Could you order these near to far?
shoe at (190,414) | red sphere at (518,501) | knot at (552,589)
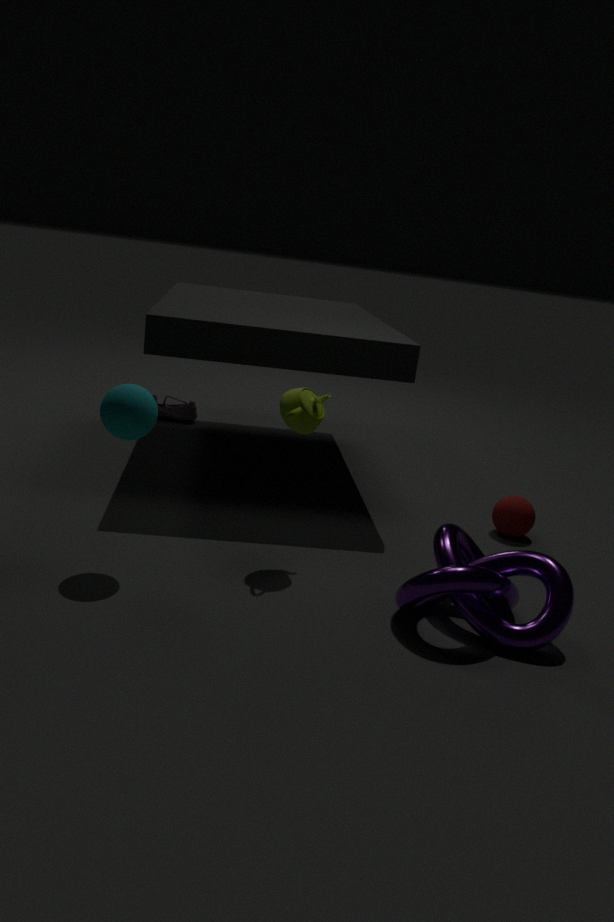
1. knot at (552,589)
2. red sphere at (518,501)
3. shoe at (190,414)
